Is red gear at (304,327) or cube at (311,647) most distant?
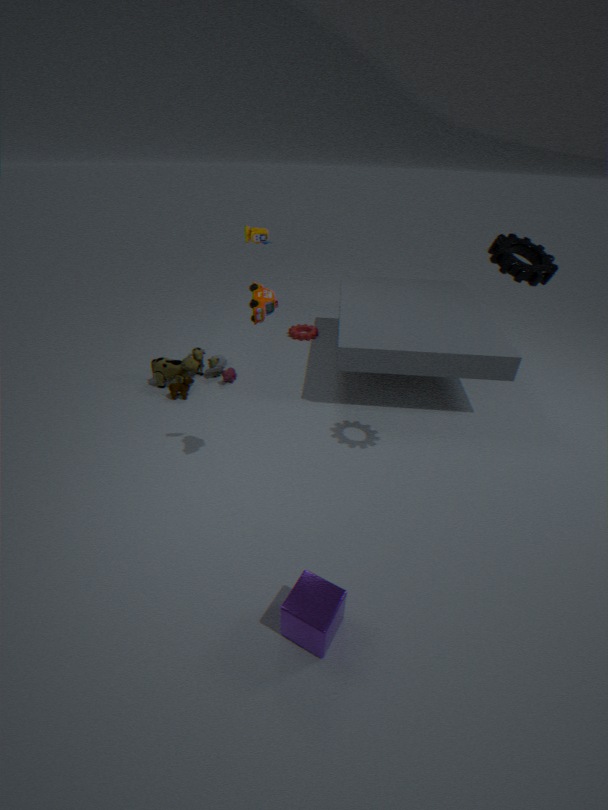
red gear at (304,327)
